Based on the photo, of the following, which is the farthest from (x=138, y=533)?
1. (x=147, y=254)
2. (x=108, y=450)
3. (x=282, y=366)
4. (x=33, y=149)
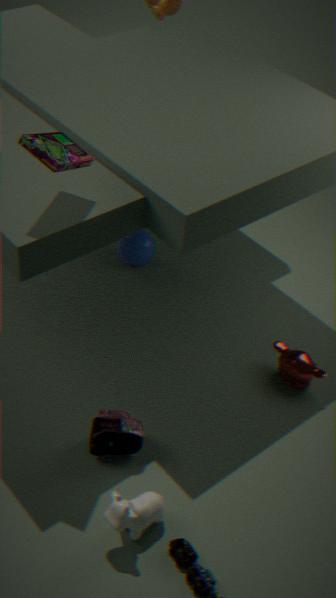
(x=147, y=254)
